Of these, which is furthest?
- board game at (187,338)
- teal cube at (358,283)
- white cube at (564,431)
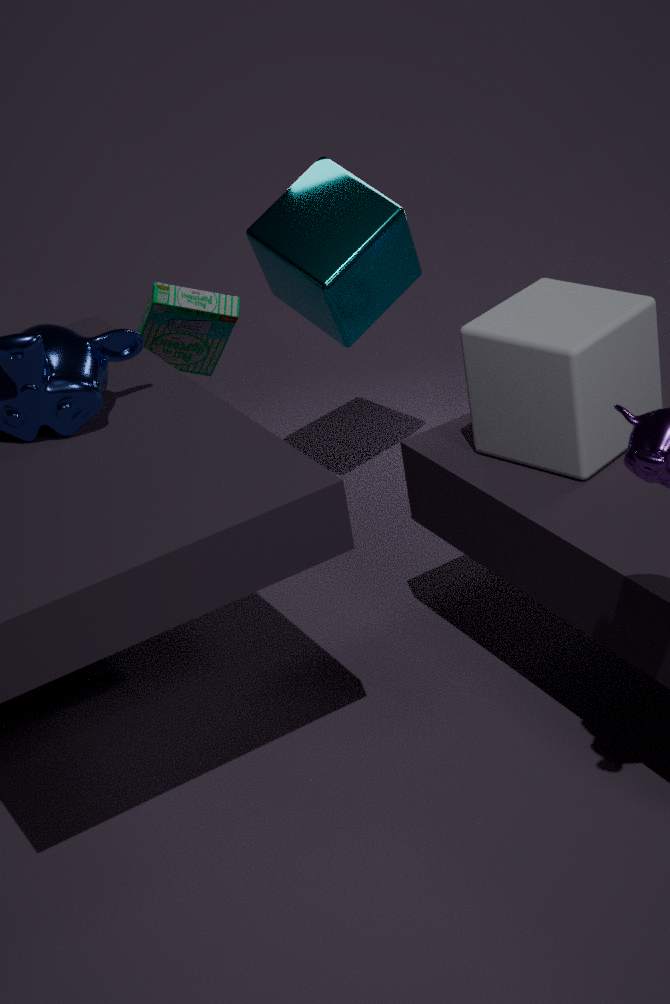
teal cube at (358,283)
